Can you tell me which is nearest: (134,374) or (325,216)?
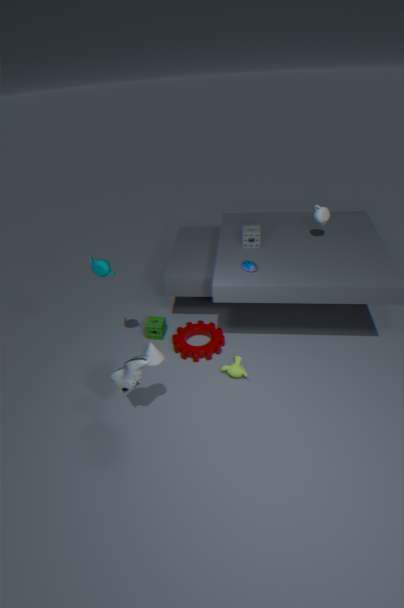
(134,374)
